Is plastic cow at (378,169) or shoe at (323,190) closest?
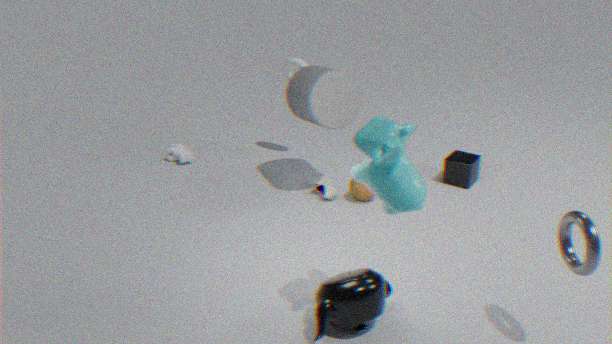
plastic cow at (378,169)
